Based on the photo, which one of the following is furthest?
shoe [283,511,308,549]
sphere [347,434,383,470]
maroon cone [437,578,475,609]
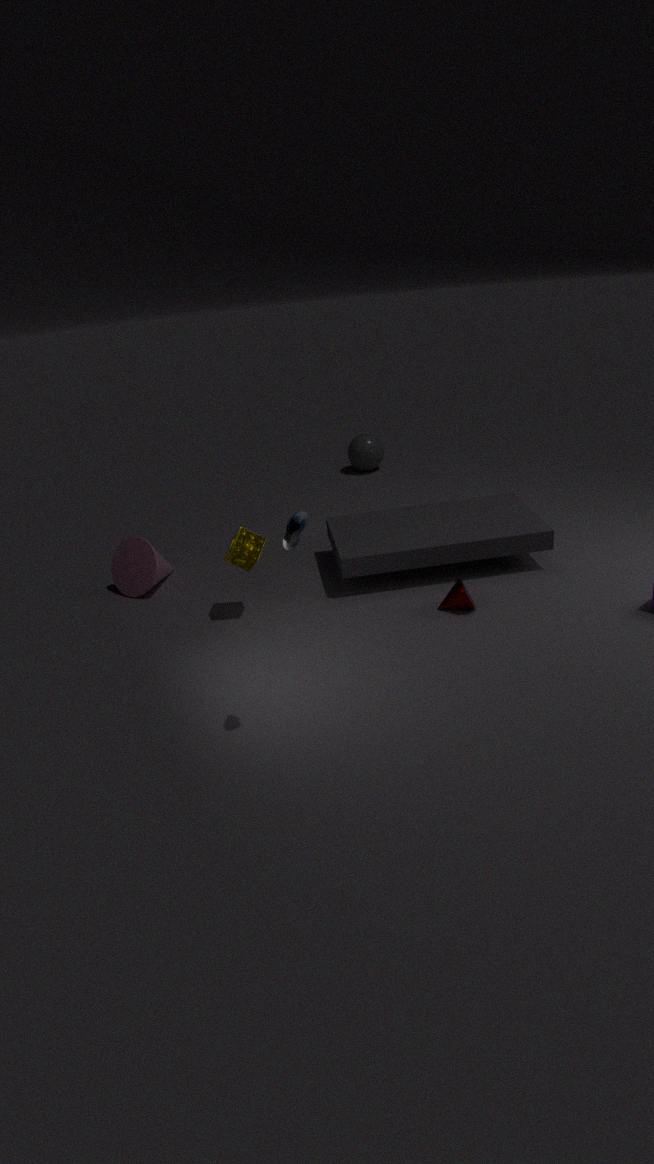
sphere [347,434,383,470]
